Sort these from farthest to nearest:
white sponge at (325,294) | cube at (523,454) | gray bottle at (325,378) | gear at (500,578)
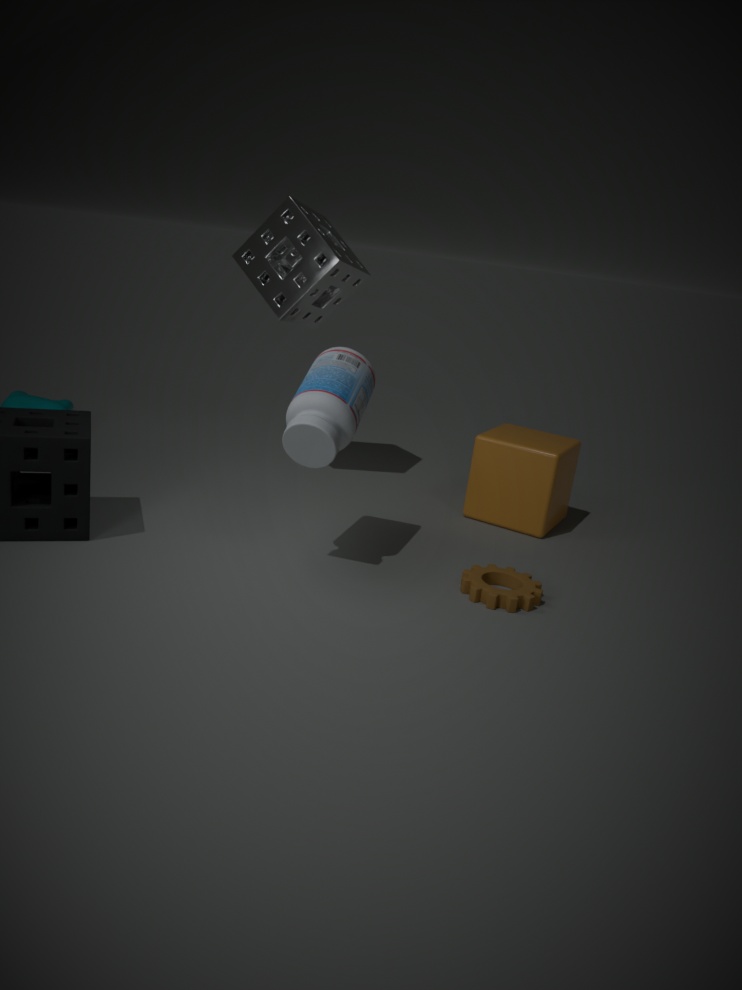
white sponge at (325,294), cube at (523,454), gear at (500,578), gray bottle at (325,378)
